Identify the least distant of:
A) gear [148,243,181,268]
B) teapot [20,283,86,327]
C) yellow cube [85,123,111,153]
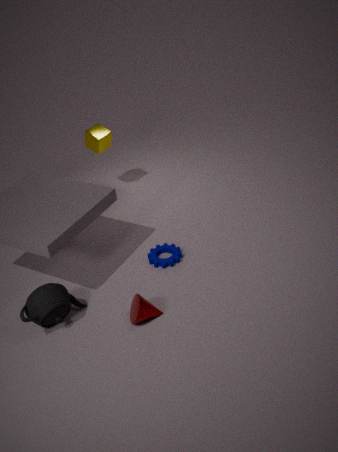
teapot [20,283,86,327]
